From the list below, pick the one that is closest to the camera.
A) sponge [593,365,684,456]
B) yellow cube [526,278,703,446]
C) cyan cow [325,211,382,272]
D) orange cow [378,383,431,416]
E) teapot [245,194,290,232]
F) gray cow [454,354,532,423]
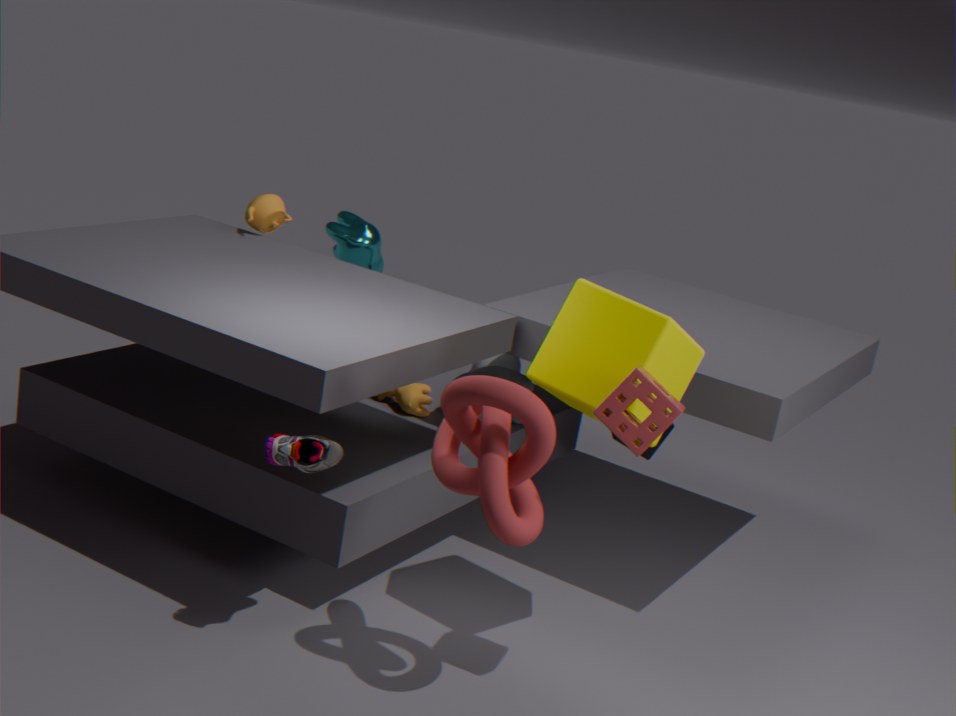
sponge [593,365,684,456]
